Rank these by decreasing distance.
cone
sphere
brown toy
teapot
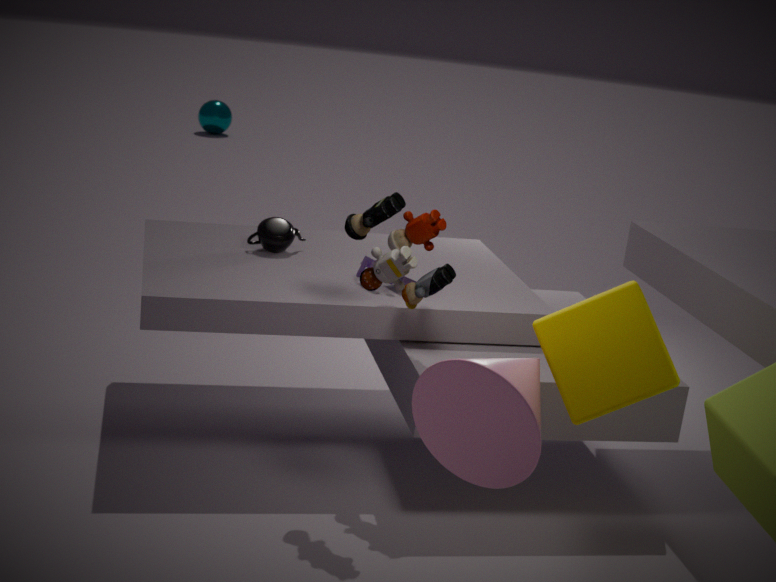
sphere → teapot → brown toy → cone
